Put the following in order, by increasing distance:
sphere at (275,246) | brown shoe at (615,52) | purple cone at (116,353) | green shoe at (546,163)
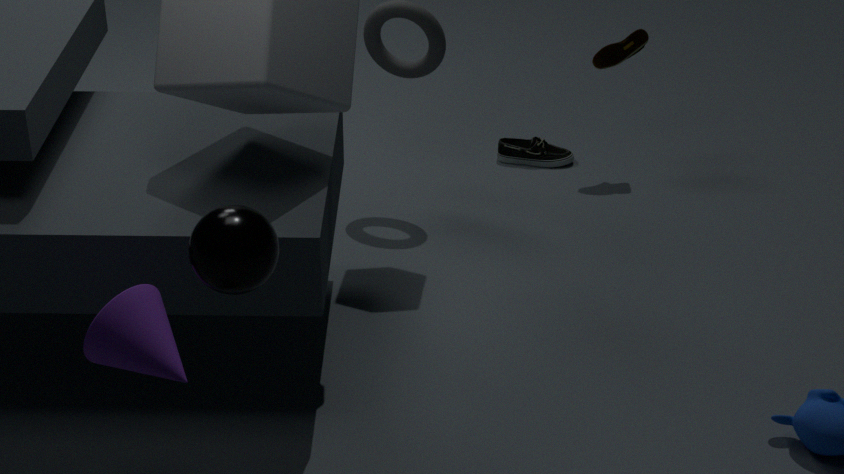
sphere at (275,246), purple cone at (116,353), brown shoe at (615,52), green shoe at (546,163)
